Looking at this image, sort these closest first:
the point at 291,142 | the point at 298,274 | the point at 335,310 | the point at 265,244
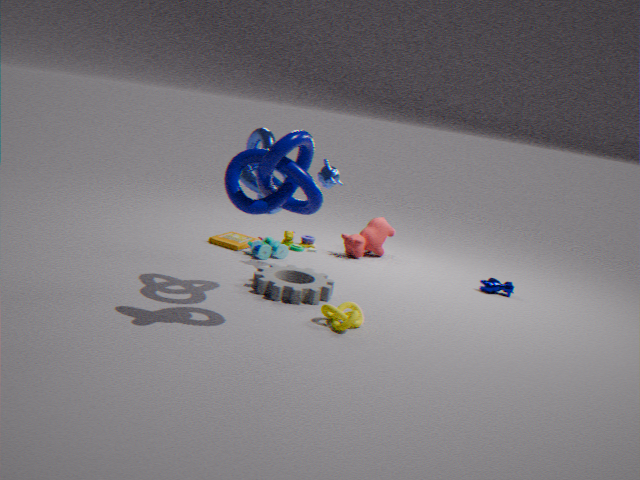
the point at 291,142, the point at 335,310, the point at 298,274, the point at 265,244
